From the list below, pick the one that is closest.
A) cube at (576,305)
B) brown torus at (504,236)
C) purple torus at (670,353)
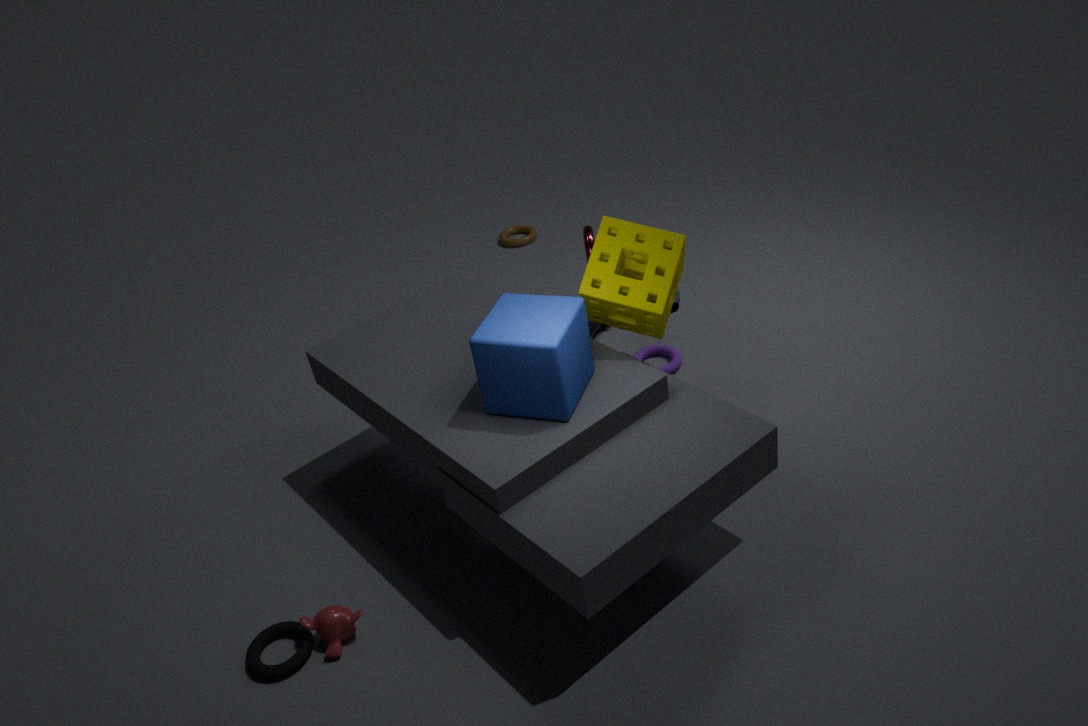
cube at (576,305)
